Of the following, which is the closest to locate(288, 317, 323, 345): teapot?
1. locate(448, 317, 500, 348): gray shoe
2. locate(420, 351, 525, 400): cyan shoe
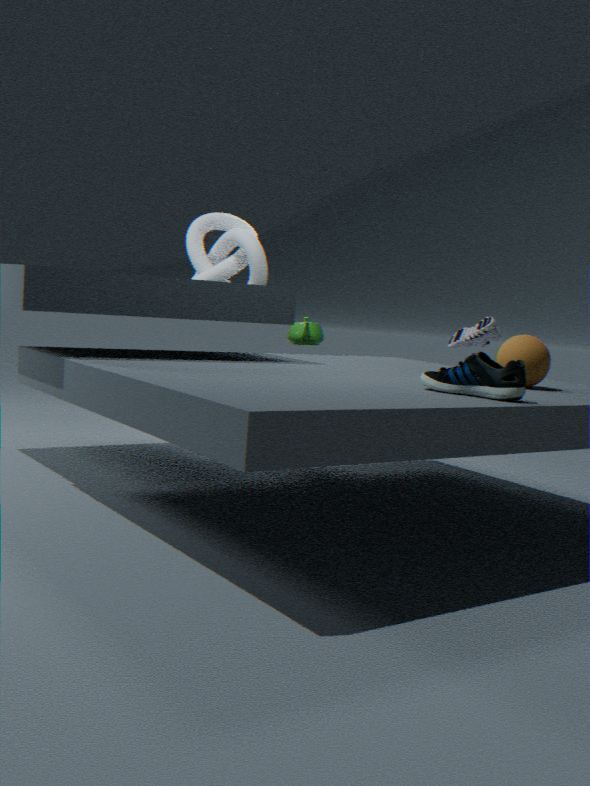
locate(448, 317, 500, 348): gray shoe
